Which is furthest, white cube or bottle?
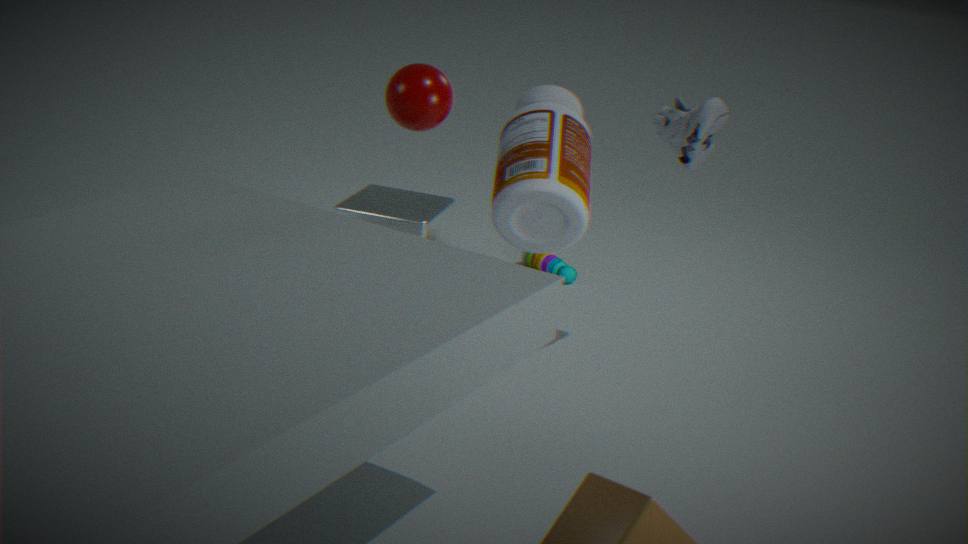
white cube
